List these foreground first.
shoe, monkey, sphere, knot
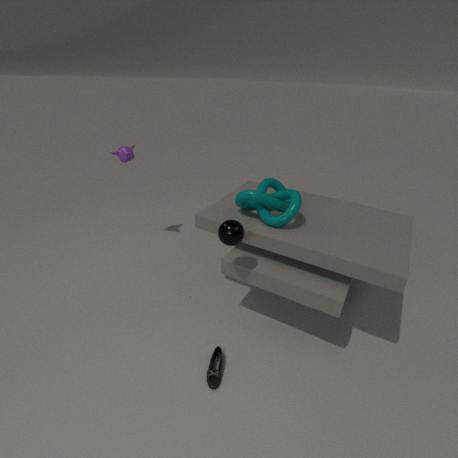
sphere, shoe, knot, monkey
